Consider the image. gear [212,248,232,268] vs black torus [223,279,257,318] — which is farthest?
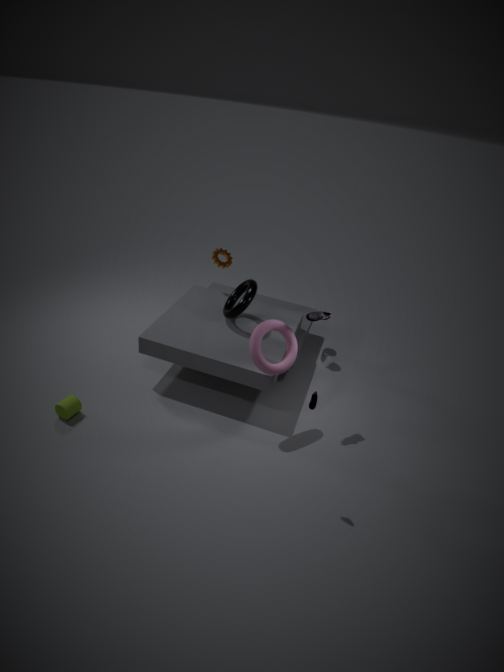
gear [212,248,232,268]
